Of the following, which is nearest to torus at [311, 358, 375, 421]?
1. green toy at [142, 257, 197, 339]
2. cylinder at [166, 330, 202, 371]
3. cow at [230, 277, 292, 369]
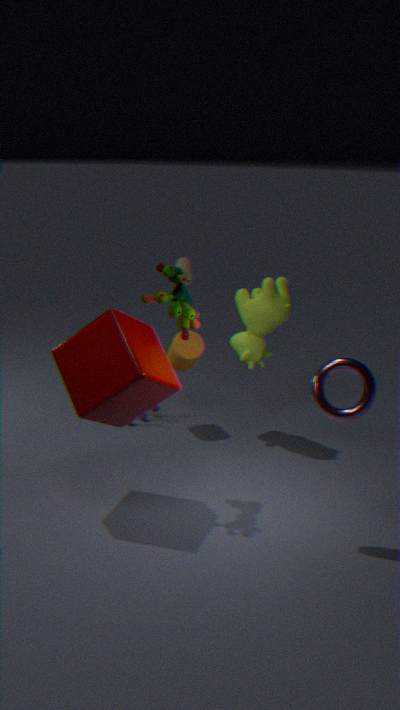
green toy at [142, 257, 197, 339]
